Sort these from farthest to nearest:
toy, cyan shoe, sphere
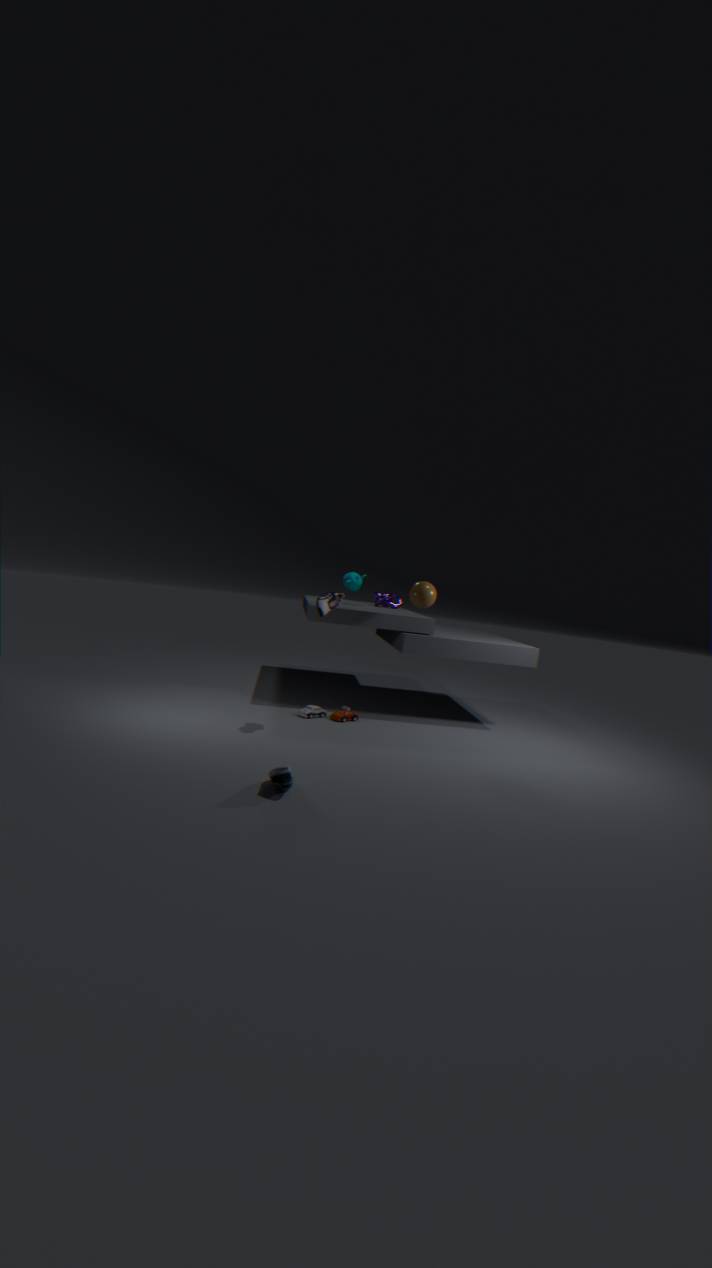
toy
sphere
cyan shoe
